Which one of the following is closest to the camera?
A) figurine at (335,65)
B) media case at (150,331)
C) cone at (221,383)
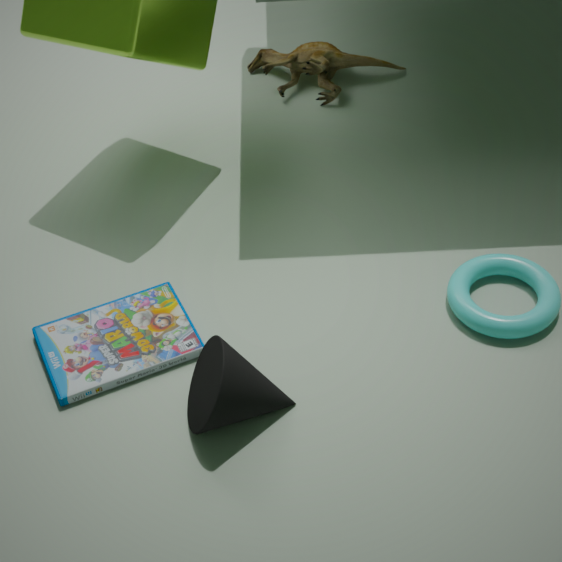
cone at (221,383)
